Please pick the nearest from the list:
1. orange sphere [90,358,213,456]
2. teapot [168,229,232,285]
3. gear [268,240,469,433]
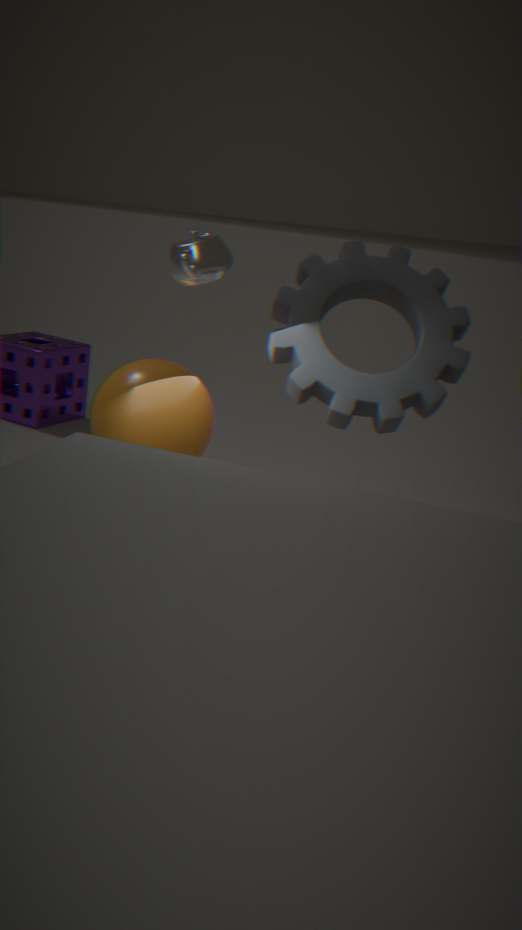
teapot [168,229,232,285]
